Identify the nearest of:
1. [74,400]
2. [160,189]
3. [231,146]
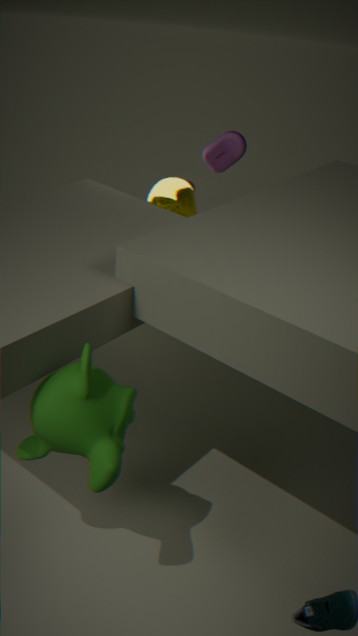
[74,400]
